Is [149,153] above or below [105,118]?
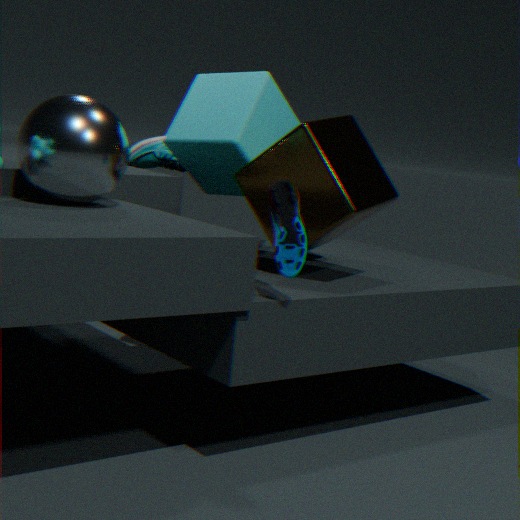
below
